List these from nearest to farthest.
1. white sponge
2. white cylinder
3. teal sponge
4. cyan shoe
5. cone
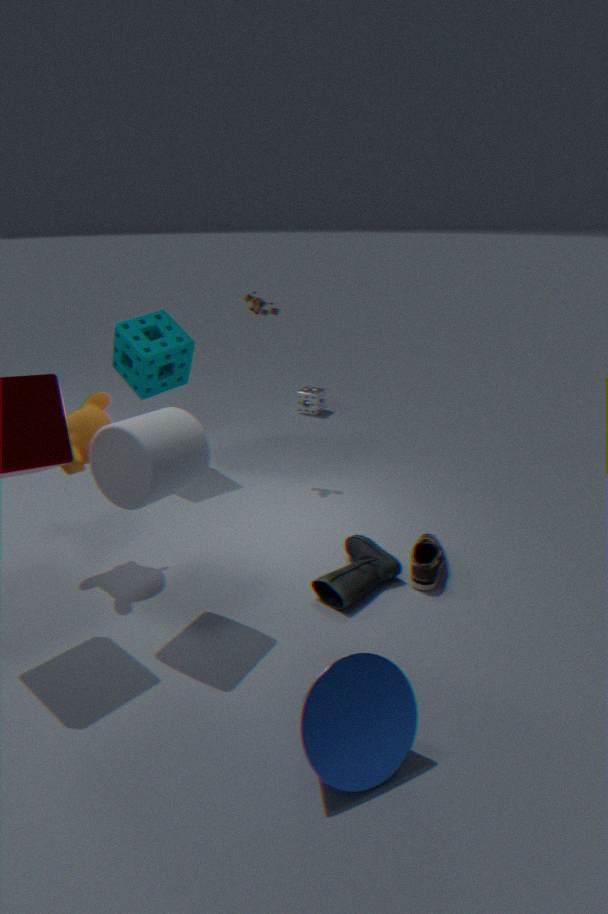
cone
white cylinder
cyan shoe
teal sponge
white sponge
